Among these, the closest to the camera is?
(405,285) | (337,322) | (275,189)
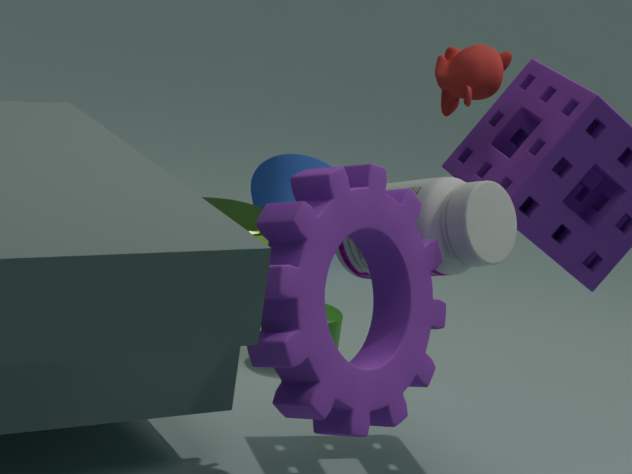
(405,285)
